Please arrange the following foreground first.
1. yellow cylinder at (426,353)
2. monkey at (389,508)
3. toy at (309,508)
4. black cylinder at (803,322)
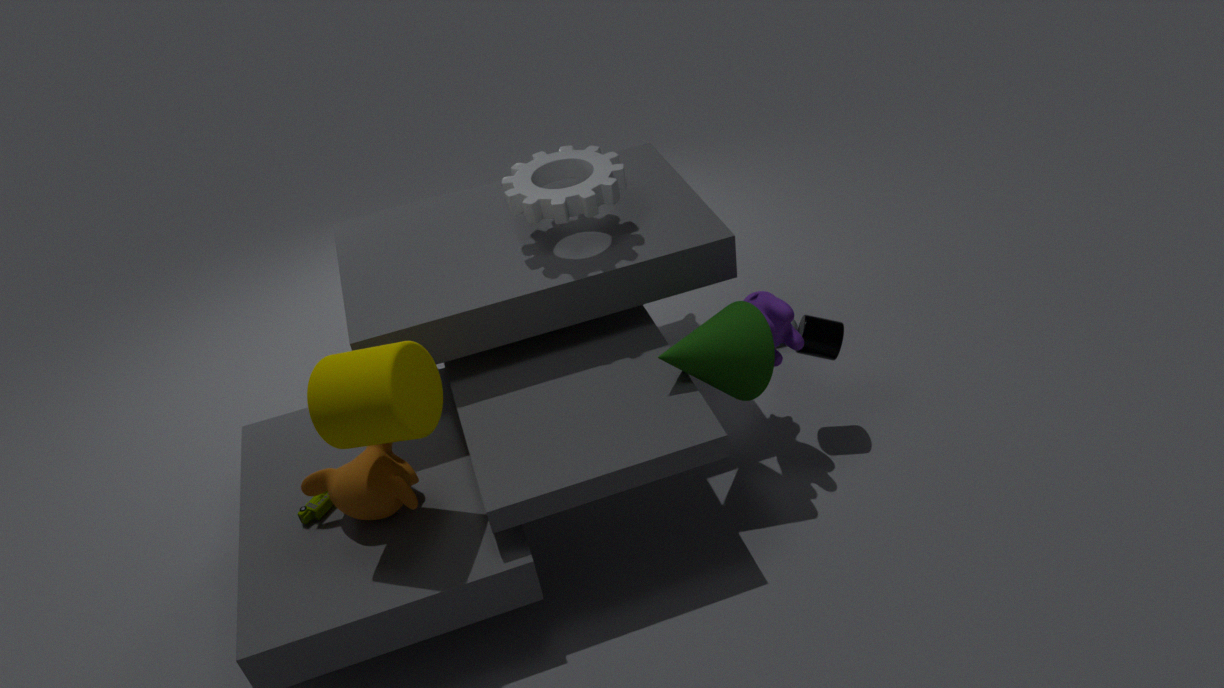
1. yellow cylinder at (426,353)
2. monkey at (389,508)
3. toy at (309,508)
4. black cylinder at (803,322)
